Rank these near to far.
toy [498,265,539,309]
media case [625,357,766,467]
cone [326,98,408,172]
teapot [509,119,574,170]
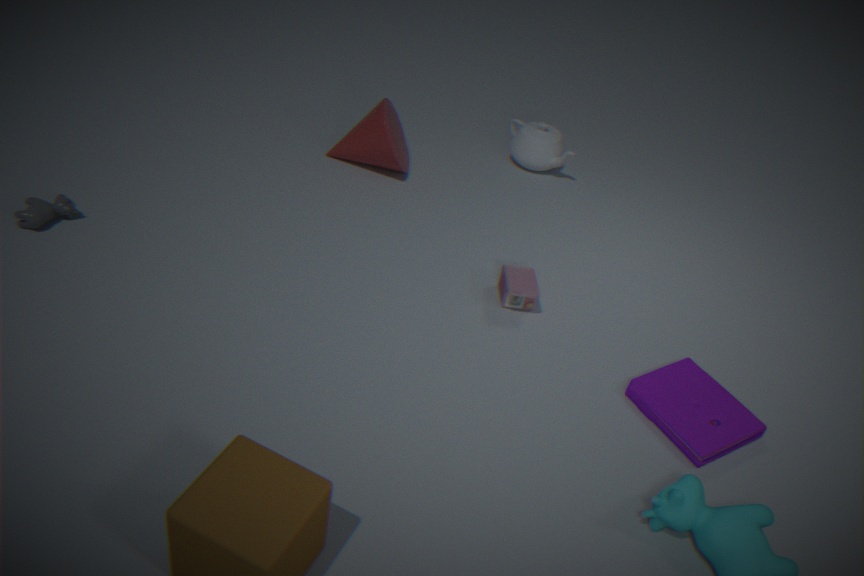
media case [625,357,766,467] < toy [498,265,539,309] < cone [326,98,408,172] < teapot [509,119,574,170]
